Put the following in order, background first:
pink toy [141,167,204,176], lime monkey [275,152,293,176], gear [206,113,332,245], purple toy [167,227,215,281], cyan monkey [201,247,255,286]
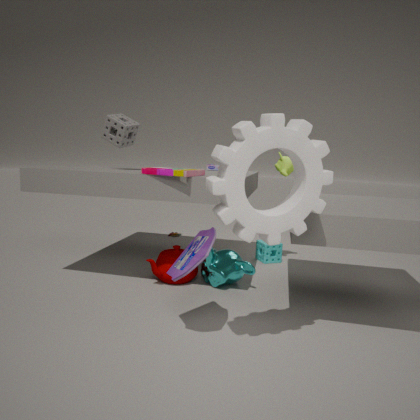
lime monkey [275,152,293,176] → cyan monkey [201,247,255,286] → pink toy [141,167,204,176] → purple toy [167,227,215,281] → gear [206,113,332,245]
